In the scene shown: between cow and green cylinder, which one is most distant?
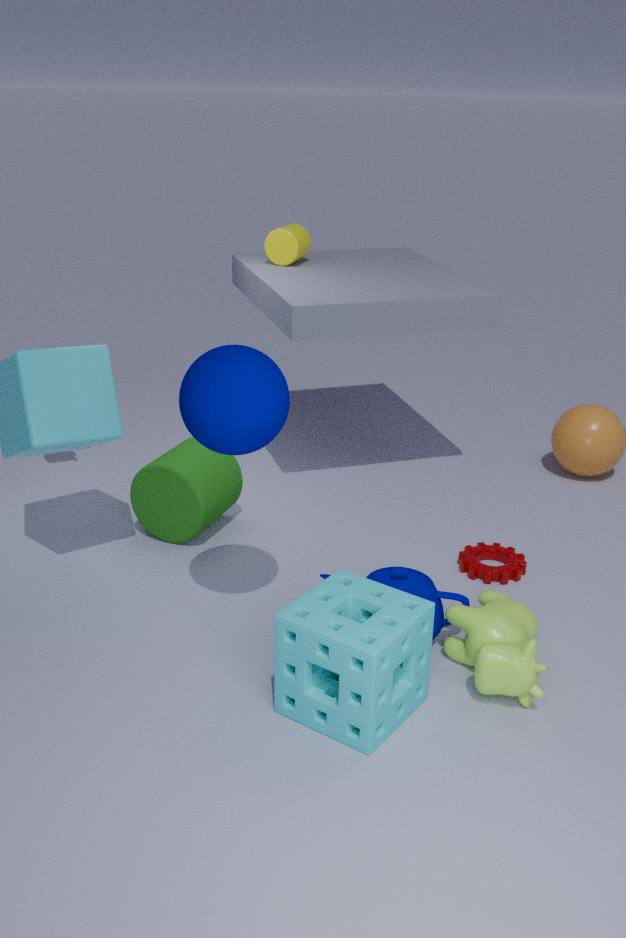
green cylinder
